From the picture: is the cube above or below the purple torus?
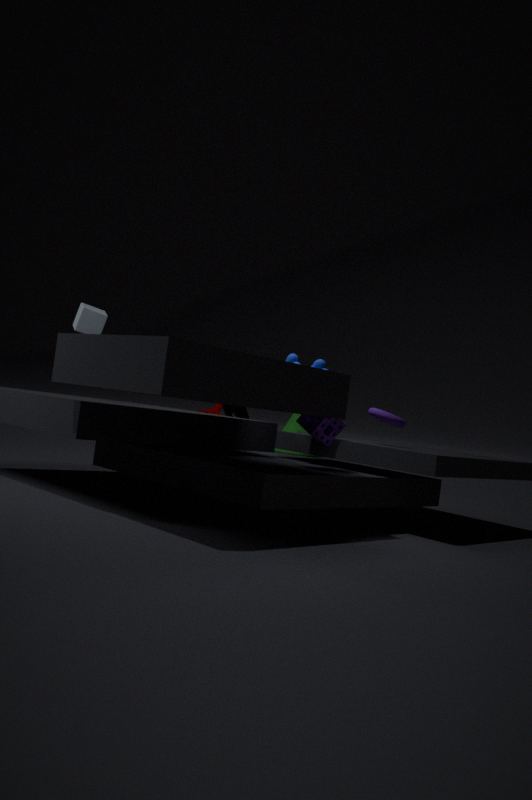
above
